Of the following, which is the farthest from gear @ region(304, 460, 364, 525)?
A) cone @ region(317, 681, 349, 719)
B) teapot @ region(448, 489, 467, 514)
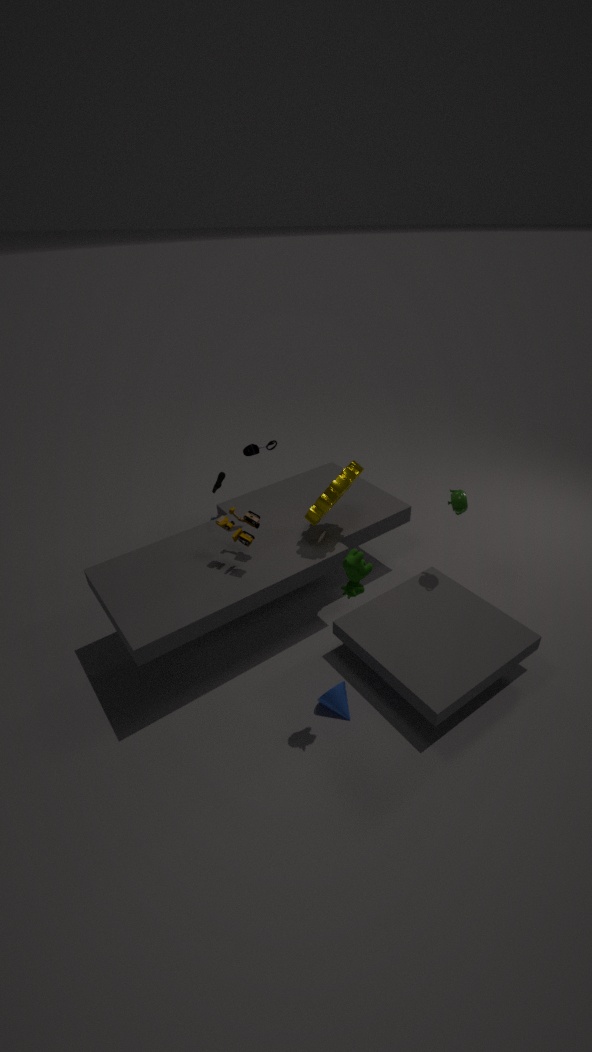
cone @ region(317, 681, 349, 719)
